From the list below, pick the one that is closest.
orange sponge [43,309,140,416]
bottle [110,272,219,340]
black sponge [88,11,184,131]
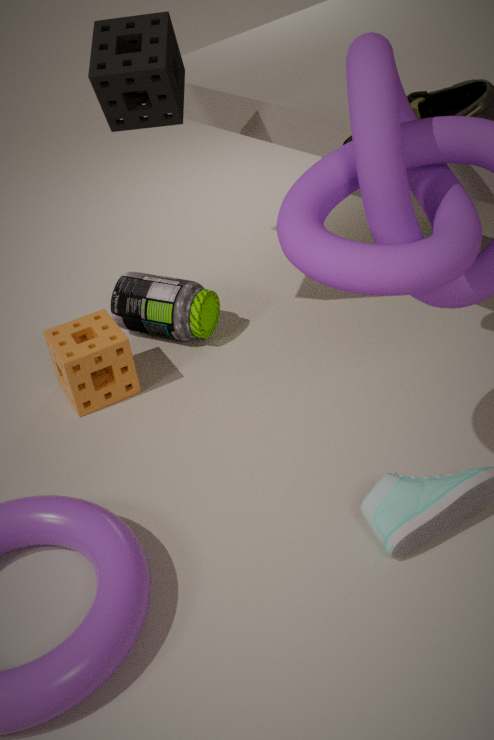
black sponge [88,11,184,131]
